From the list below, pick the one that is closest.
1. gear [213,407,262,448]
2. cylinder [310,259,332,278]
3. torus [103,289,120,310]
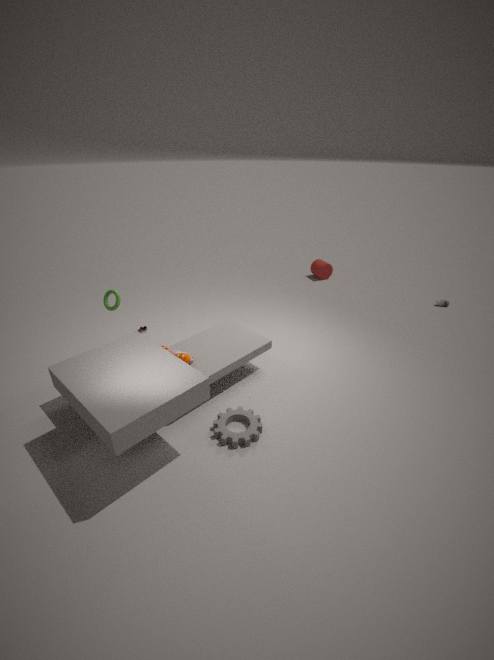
gear [213,407,262,448]
